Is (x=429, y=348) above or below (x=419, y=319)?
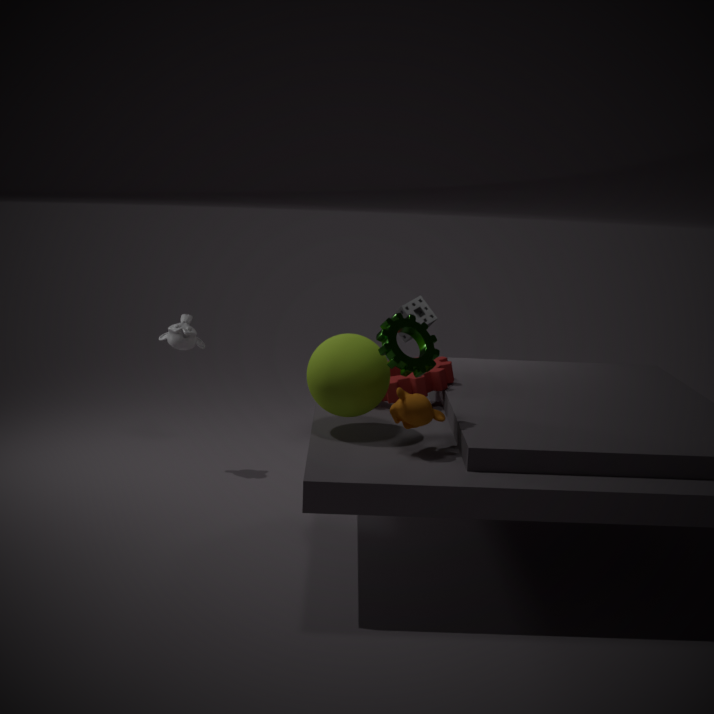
above
